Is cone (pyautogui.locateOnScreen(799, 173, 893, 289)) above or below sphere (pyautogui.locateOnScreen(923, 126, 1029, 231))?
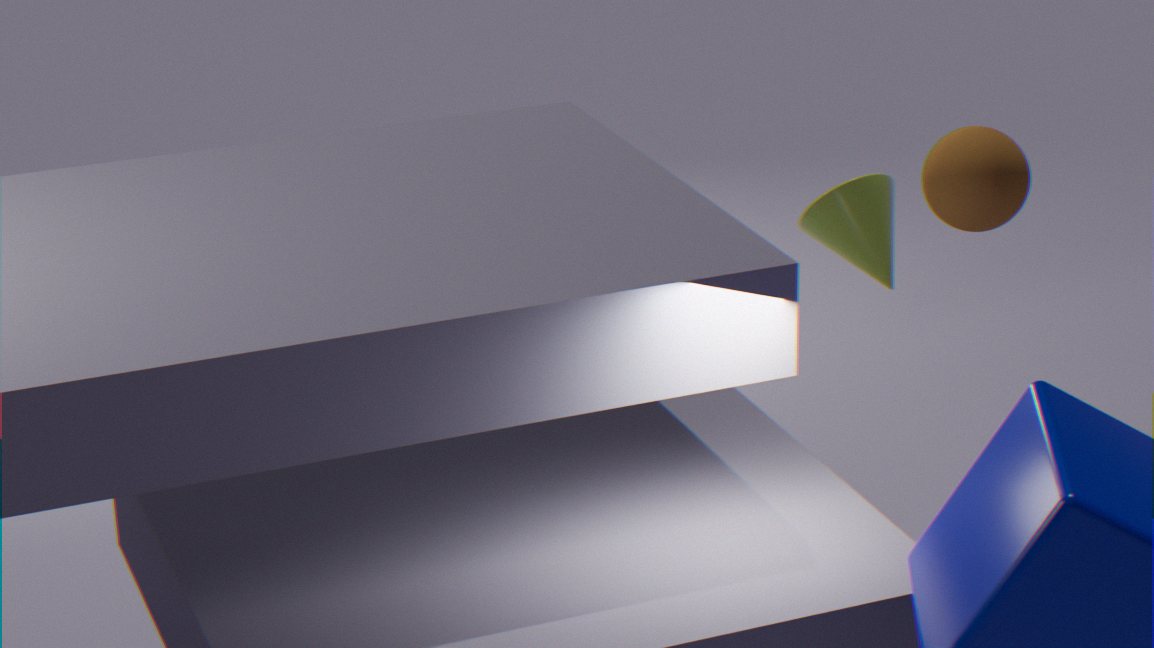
below
